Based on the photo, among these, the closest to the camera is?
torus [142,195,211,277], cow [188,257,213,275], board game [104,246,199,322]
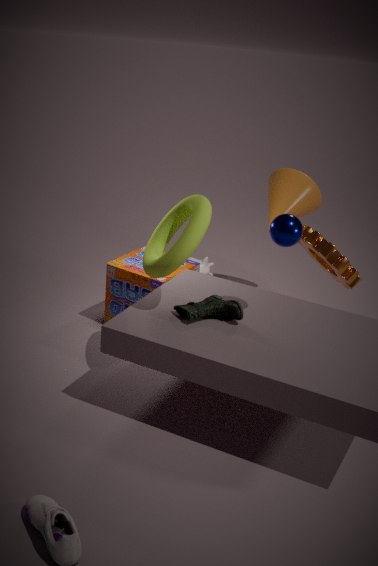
torus [142,195,211,277]
